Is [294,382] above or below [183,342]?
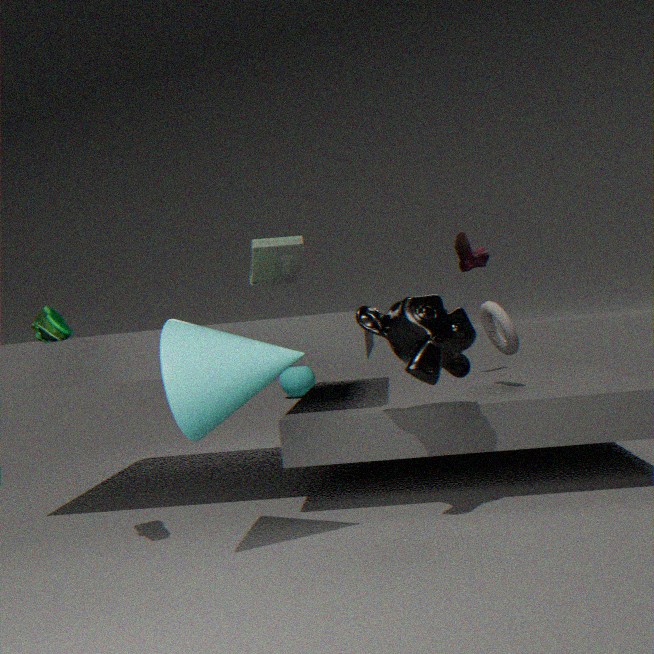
below
